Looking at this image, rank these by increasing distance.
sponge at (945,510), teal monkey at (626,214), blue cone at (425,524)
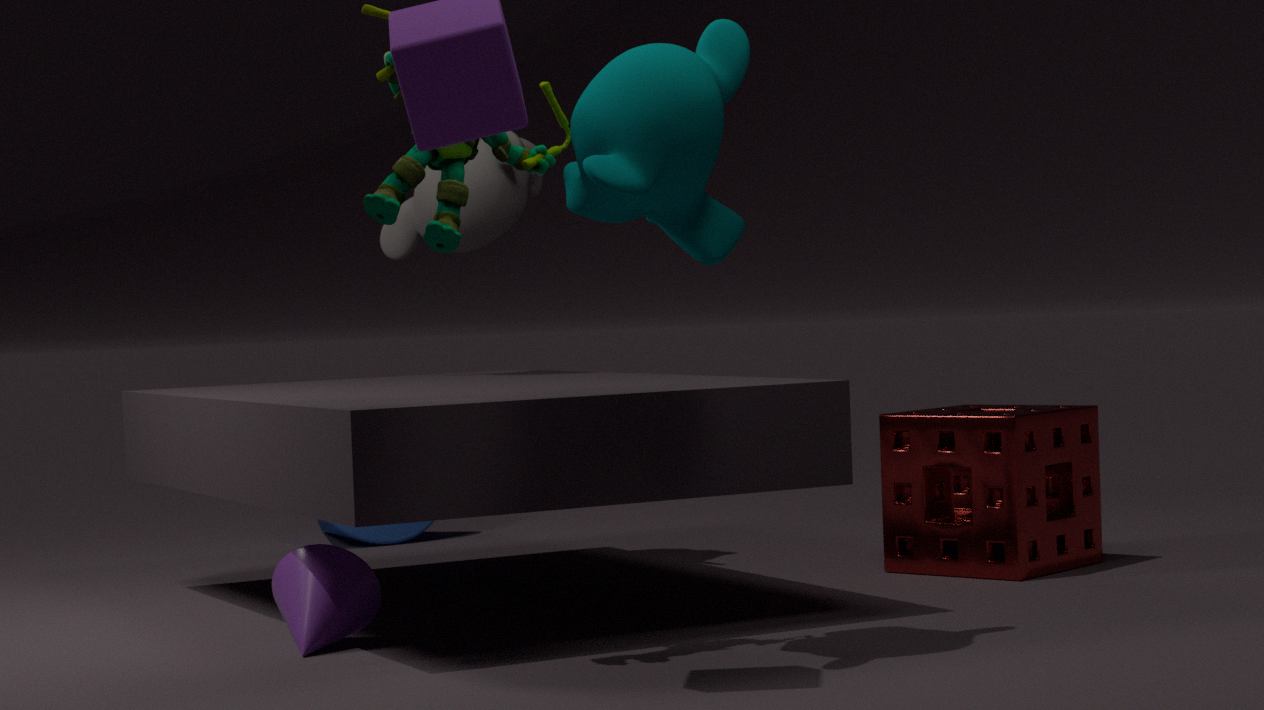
teal monkey at (626,214)
sponge at (945,510)
blue cone at (425,524)
